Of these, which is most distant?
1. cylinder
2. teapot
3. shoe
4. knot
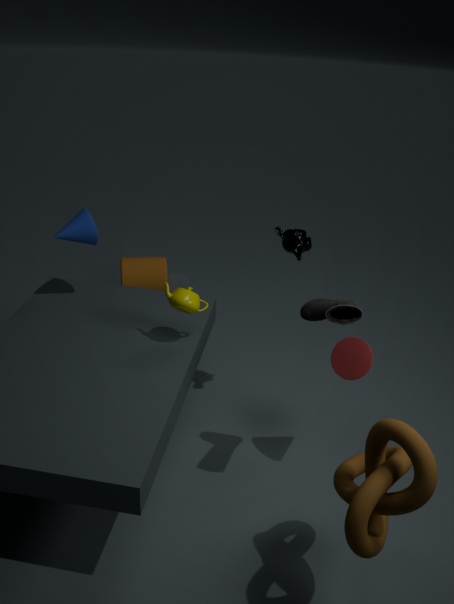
cylinder
